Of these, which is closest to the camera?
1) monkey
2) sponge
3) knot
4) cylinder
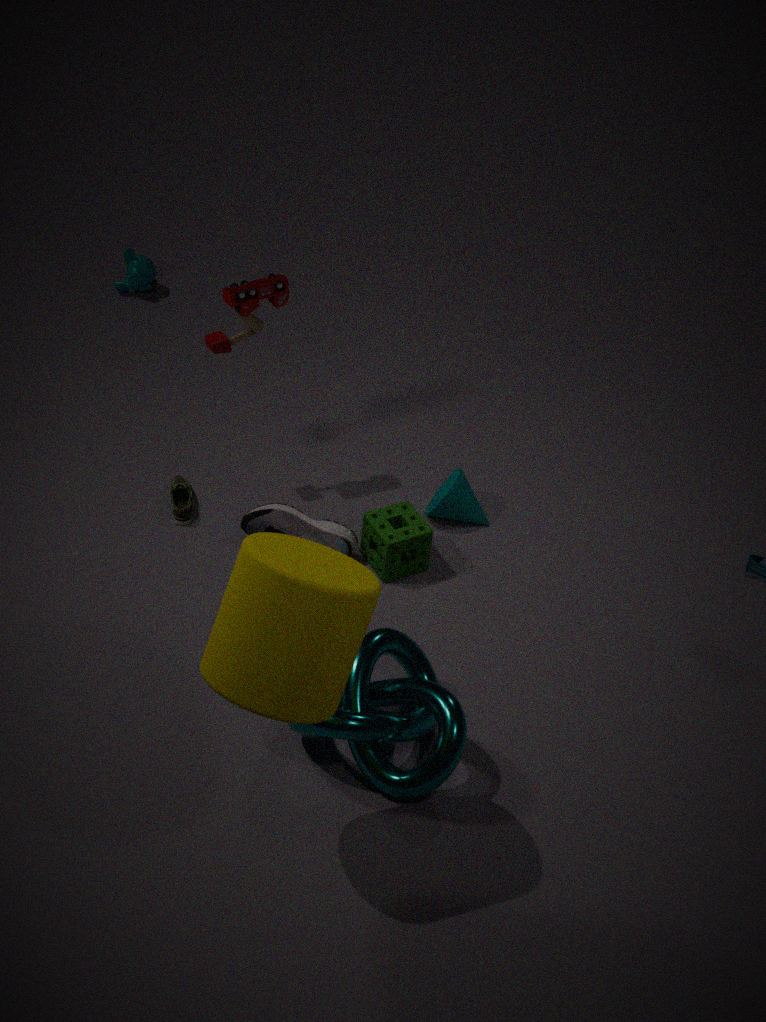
4. cylinder
